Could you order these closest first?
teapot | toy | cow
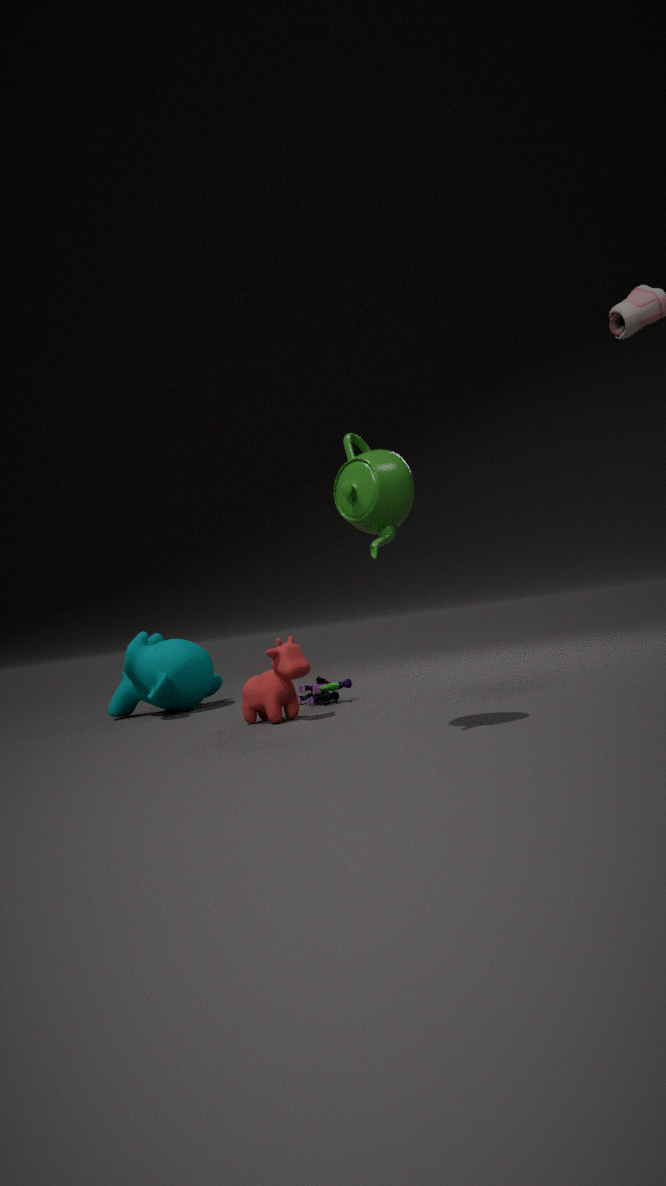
teapot, cow, toy
